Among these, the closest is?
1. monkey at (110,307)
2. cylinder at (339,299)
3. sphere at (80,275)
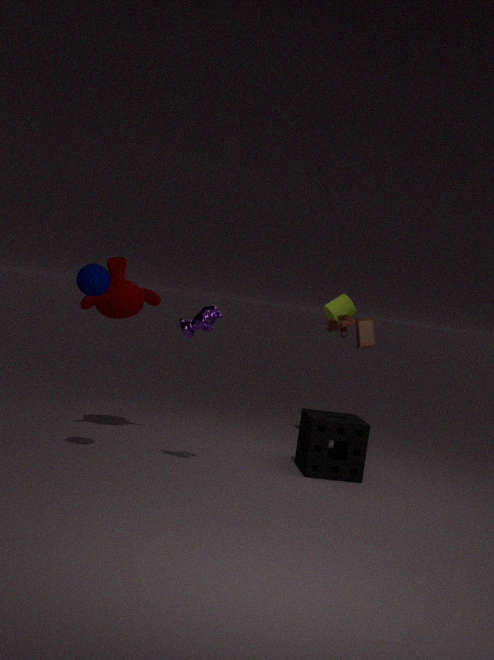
sphere at (80,275)
